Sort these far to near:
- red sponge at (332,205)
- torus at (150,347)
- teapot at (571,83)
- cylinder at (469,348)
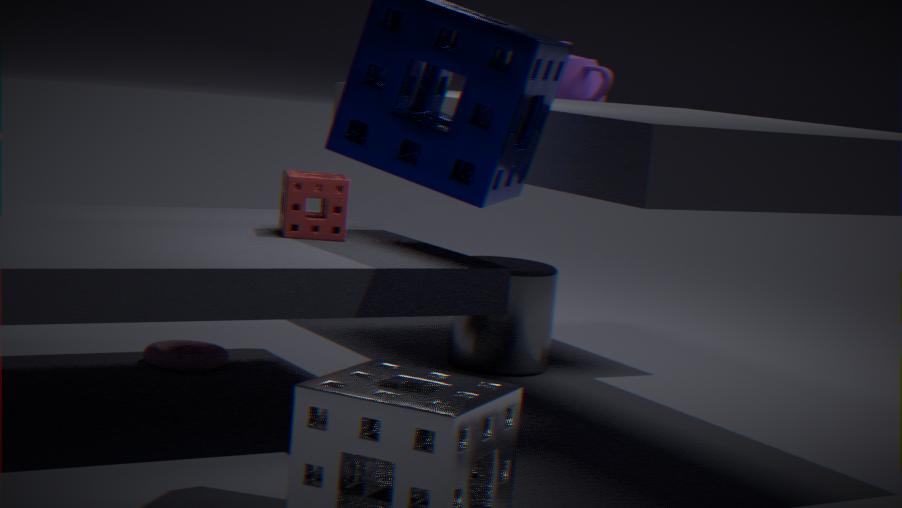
teapot at (571,83), cylinder at (469,348), torus at (150,347), red sponge at (332,205)
